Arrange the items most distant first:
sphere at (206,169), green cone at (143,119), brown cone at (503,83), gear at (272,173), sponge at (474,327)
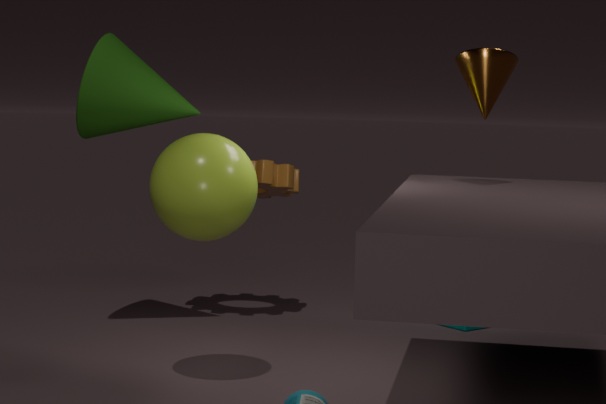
sponge at (474,327) → gear at (272,173) → green cone at (143,119) → brown cone at (503,83) → sphere at (206,169)
